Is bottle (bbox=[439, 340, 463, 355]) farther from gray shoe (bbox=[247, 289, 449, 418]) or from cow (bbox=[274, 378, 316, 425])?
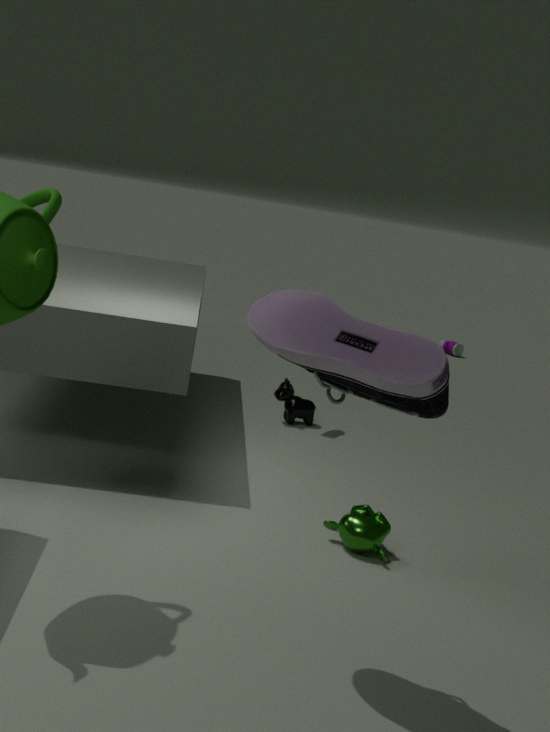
gray shoe (bbox=[247, 289, 449, 418])
